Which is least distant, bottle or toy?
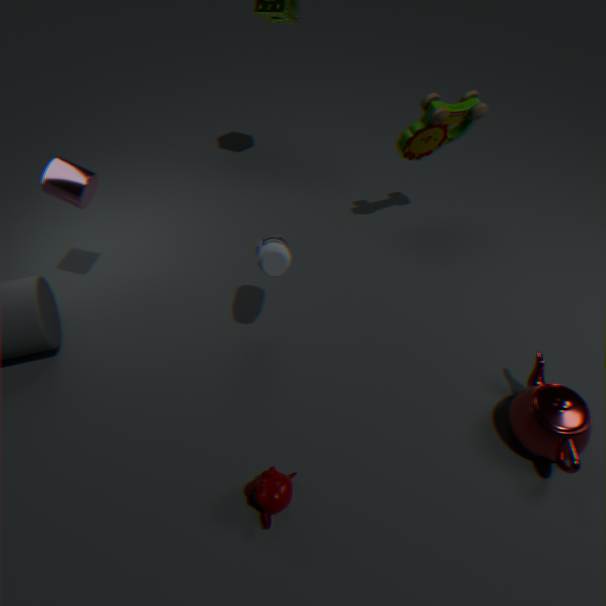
bottle
